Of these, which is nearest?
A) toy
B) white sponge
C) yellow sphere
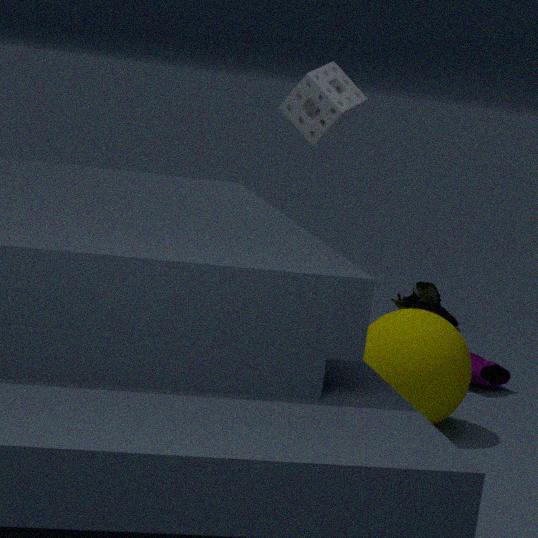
yellow sphere
